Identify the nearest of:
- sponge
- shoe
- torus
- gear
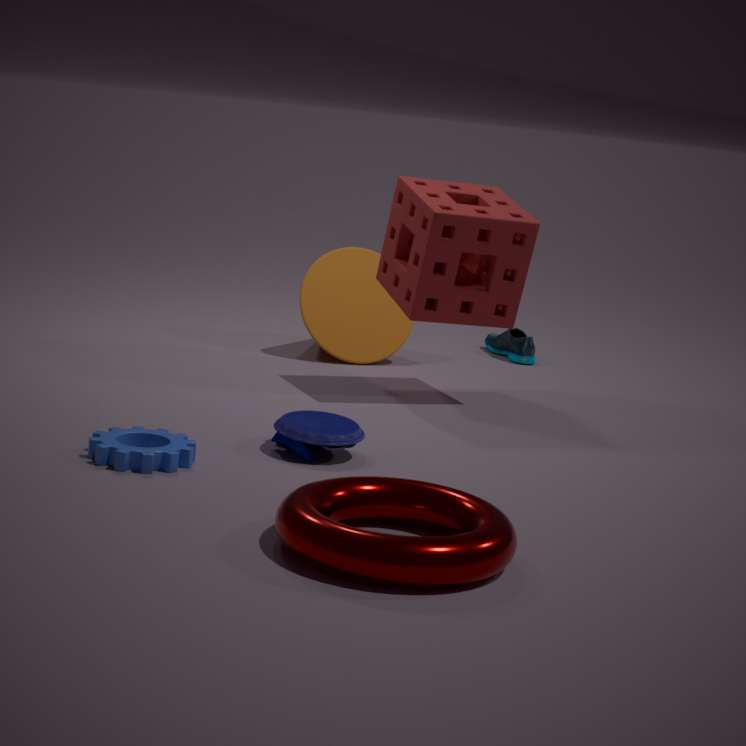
torus
